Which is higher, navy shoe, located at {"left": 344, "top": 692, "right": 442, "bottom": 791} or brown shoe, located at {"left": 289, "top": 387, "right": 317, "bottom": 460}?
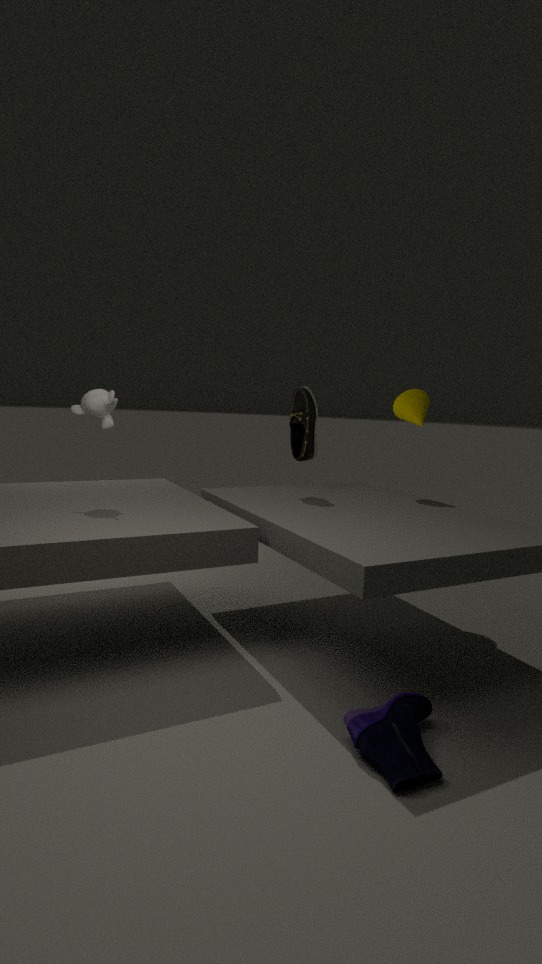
brown shoe, located at {"left": 289, "top": 387, "right": 317, "bottom": 460}
